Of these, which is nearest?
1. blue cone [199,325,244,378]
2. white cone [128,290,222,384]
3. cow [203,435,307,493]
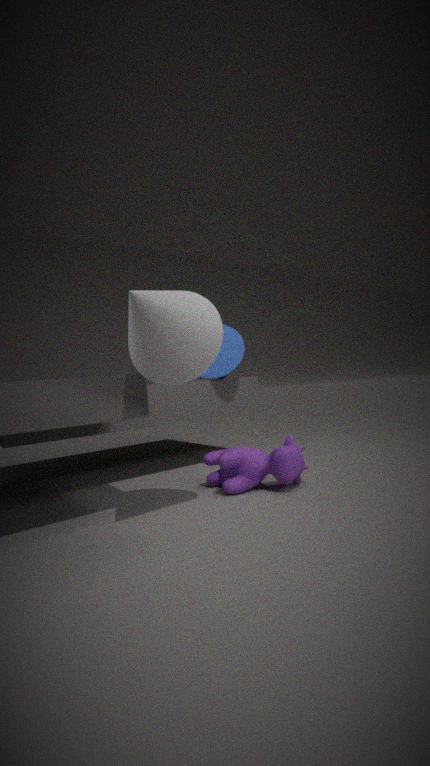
white cone [128,290,222,384]
